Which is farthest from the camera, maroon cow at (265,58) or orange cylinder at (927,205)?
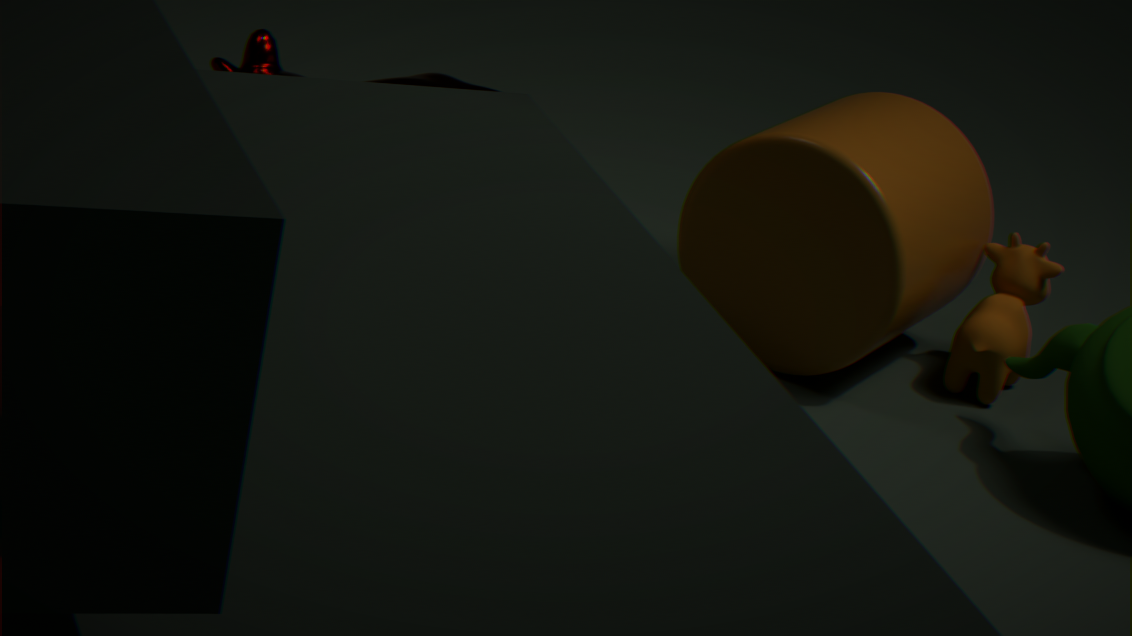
maroon cow at (265,58)
